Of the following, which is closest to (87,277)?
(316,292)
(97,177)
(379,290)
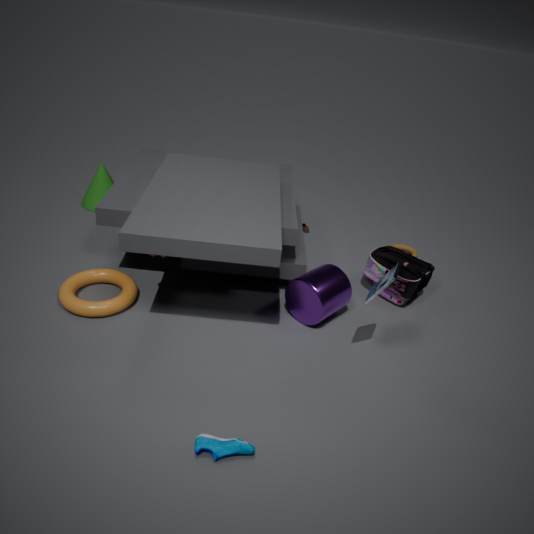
(316,292)
